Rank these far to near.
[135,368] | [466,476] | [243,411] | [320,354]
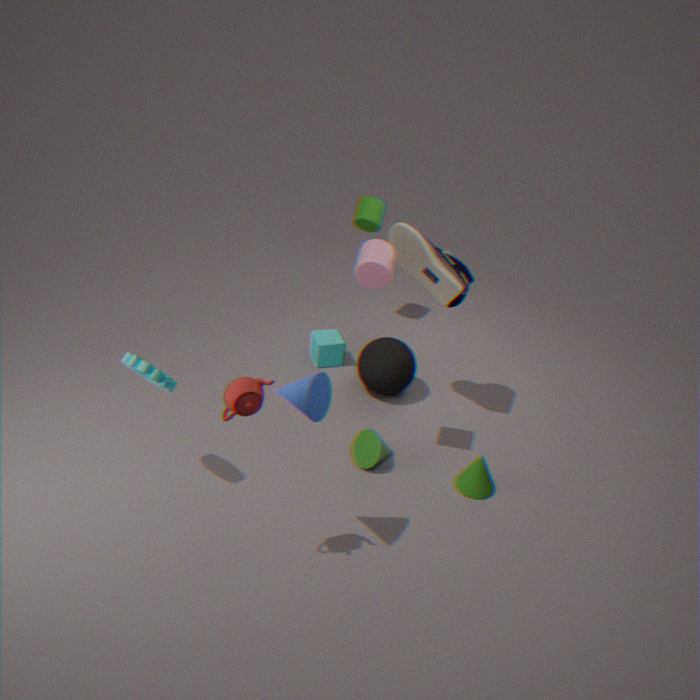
[320,354], [466,476], [135,368], [243,411]
